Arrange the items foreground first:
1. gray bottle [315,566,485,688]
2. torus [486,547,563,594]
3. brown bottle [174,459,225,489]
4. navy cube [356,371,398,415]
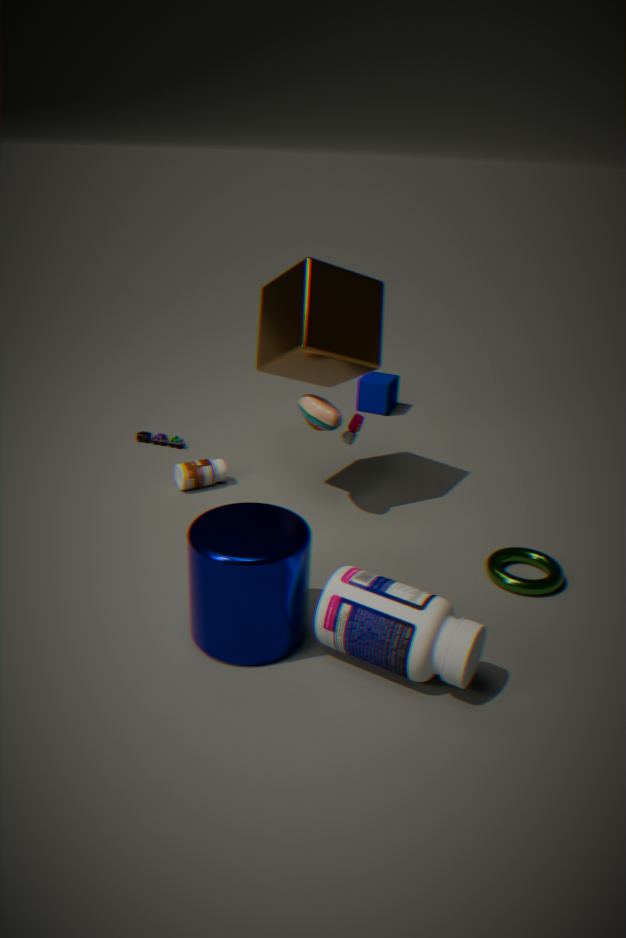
gray bottle [315,566,485,688] < torus [486,547,563,594] < brown bottle [174,459,225,489] < navy cube [356,371,398,415]
